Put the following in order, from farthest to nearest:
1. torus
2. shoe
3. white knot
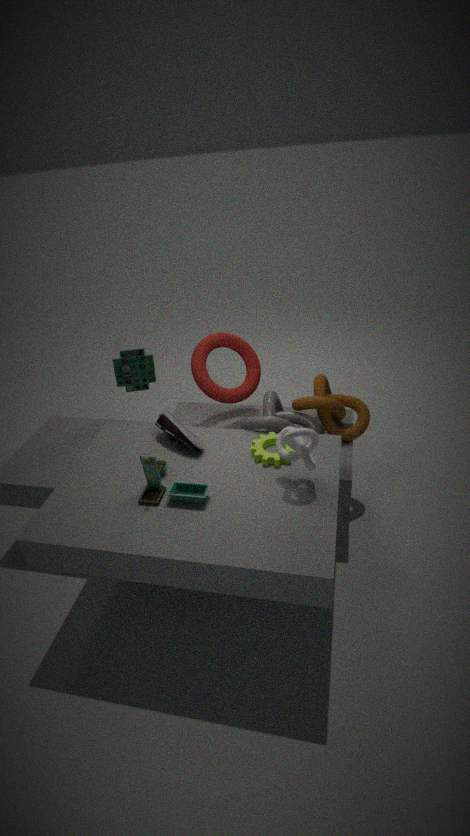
1. torus
2. shoe
3. white knot
